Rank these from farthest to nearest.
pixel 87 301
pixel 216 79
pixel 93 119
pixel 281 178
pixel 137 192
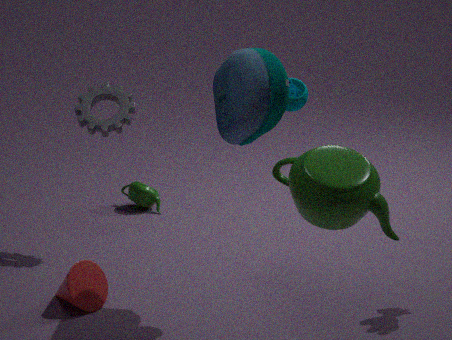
pixel 137 192
pixel 93 119
pixel 87 301
pixel 216 79
pixel 281 178
